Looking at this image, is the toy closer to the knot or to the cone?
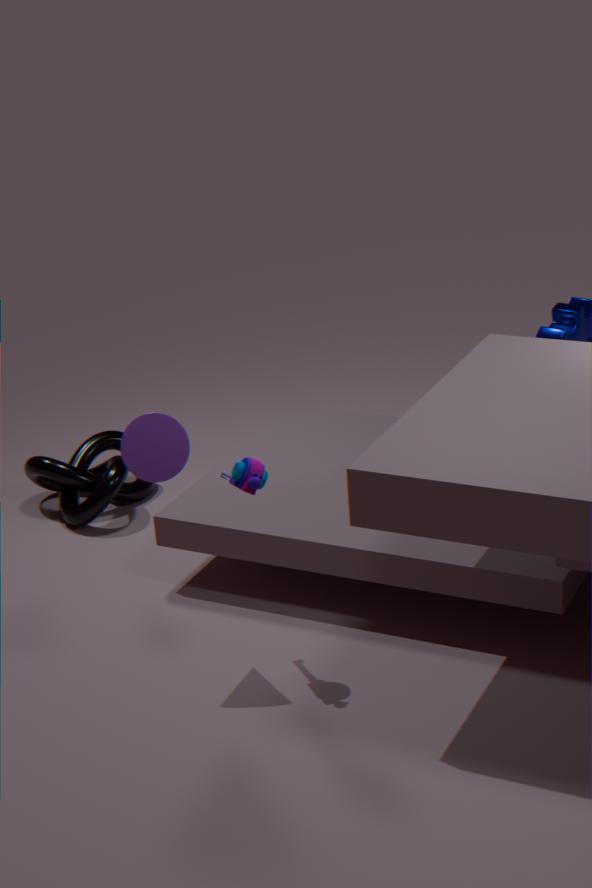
the cone
